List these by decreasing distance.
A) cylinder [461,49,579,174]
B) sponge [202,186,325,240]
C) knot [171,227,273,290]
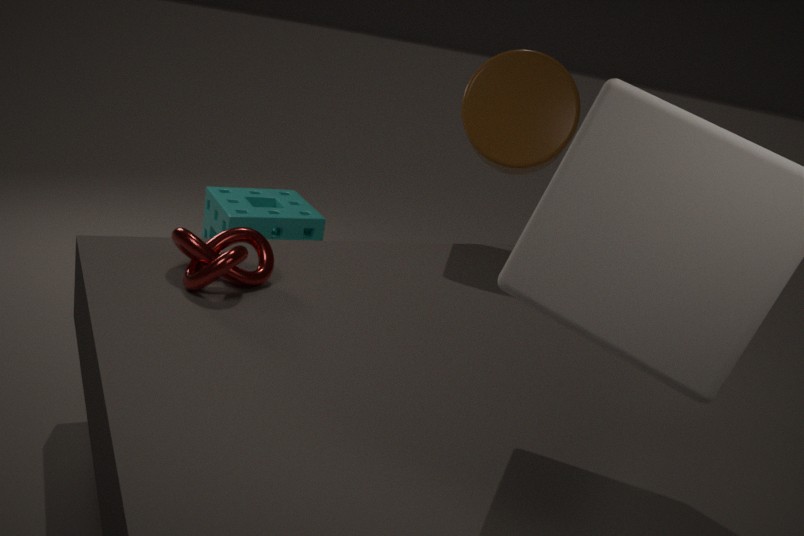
sponge [202,186,325,240]
cylinder [461,49,579,174]
knot [171,227,273,290]
